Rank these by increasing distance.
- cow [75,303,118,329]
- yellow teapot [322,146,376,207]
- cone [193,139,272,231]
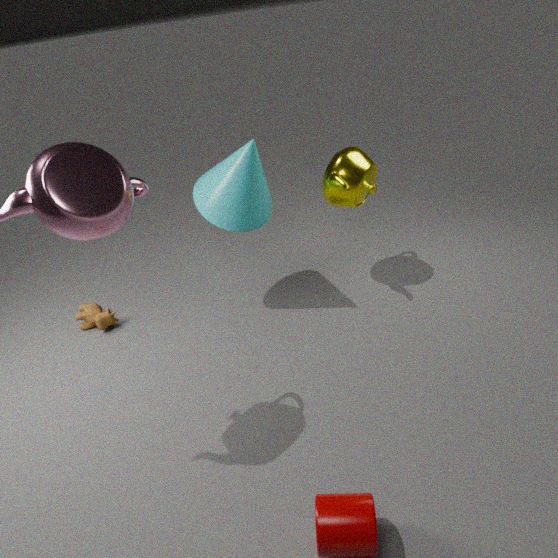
cone [193,139,272,231], yellow teapot [322,146,376,207], cow [75,303,118,329]
